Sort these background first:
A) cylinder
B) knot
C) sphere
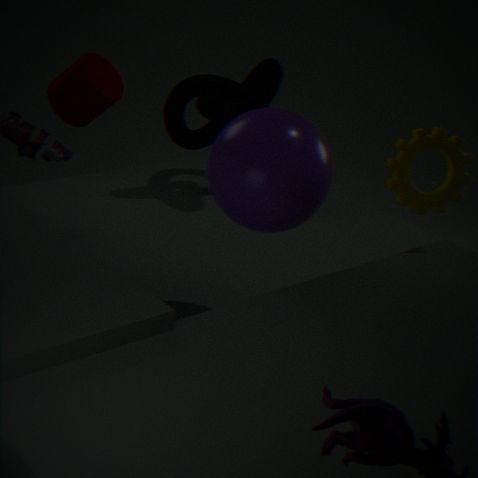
1. knot
2. cylinder
3. sphere
